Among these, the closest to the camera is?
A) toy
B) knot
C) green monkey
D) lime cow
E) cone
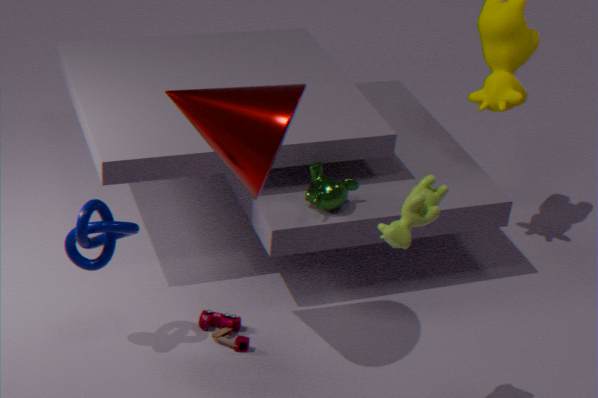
lime cow
